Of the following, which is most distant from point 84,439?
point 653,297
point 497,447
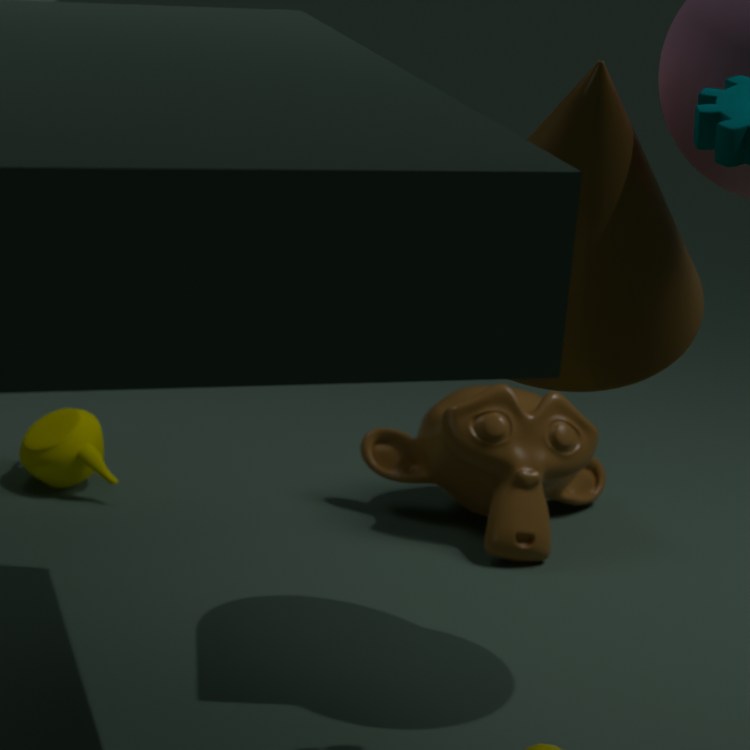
point 653,297
